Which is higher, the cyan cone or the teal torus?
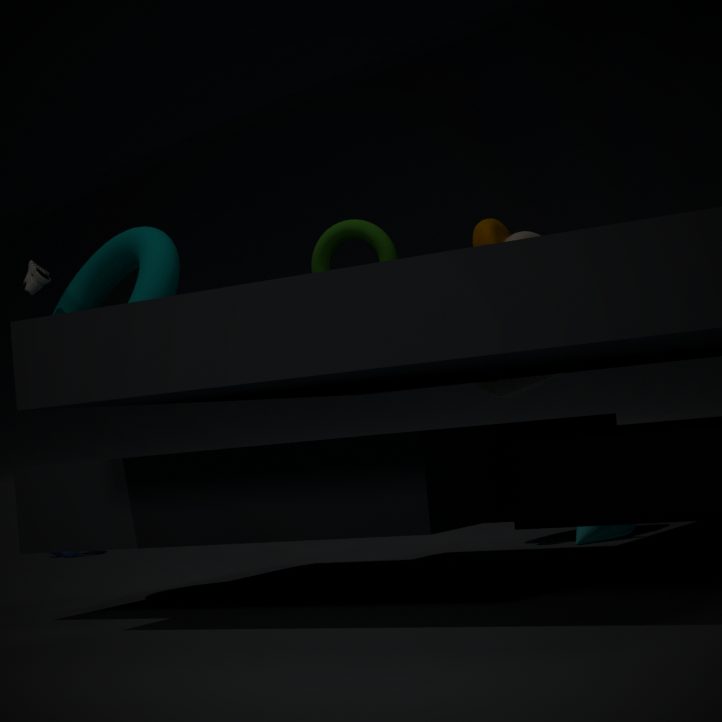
the teal torus
